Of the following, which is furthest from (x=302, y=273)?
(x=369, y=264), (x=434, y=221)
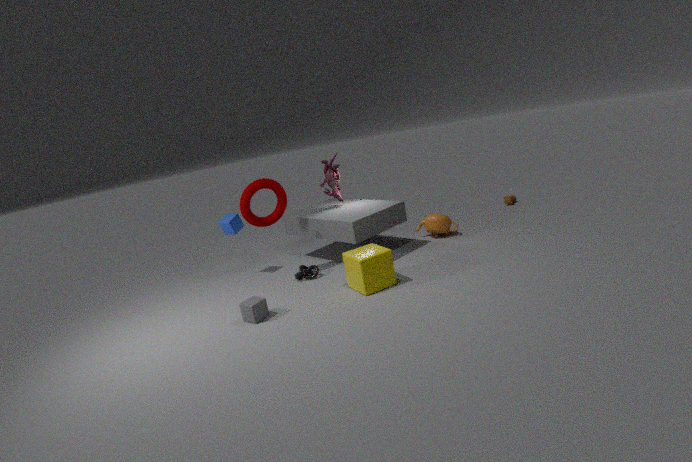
(x=434, y=221)
